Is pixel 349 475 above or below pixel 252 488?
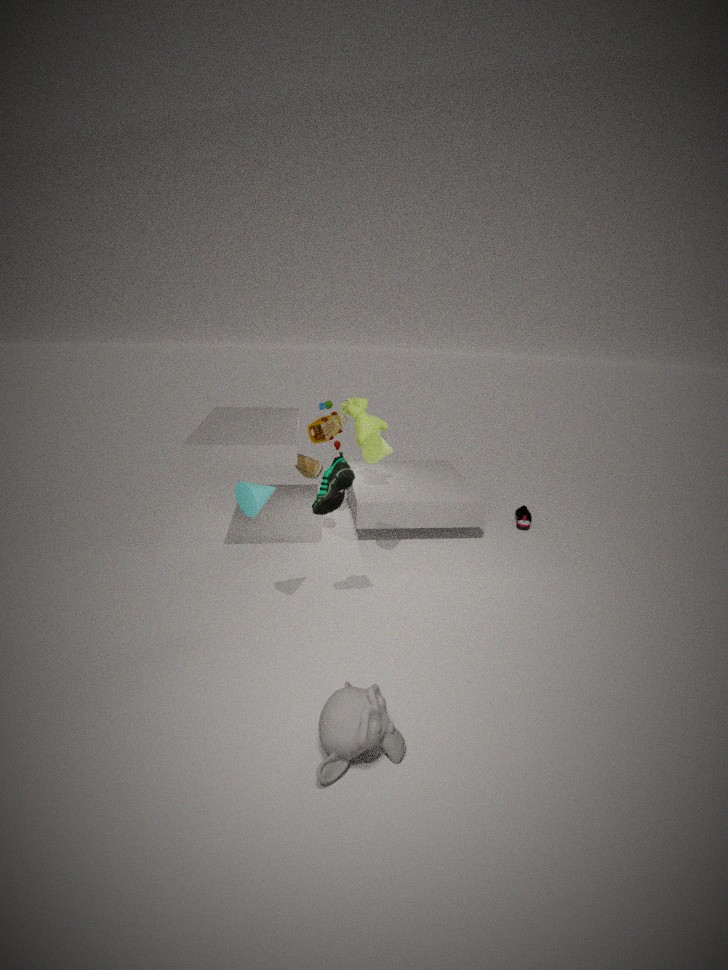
above
